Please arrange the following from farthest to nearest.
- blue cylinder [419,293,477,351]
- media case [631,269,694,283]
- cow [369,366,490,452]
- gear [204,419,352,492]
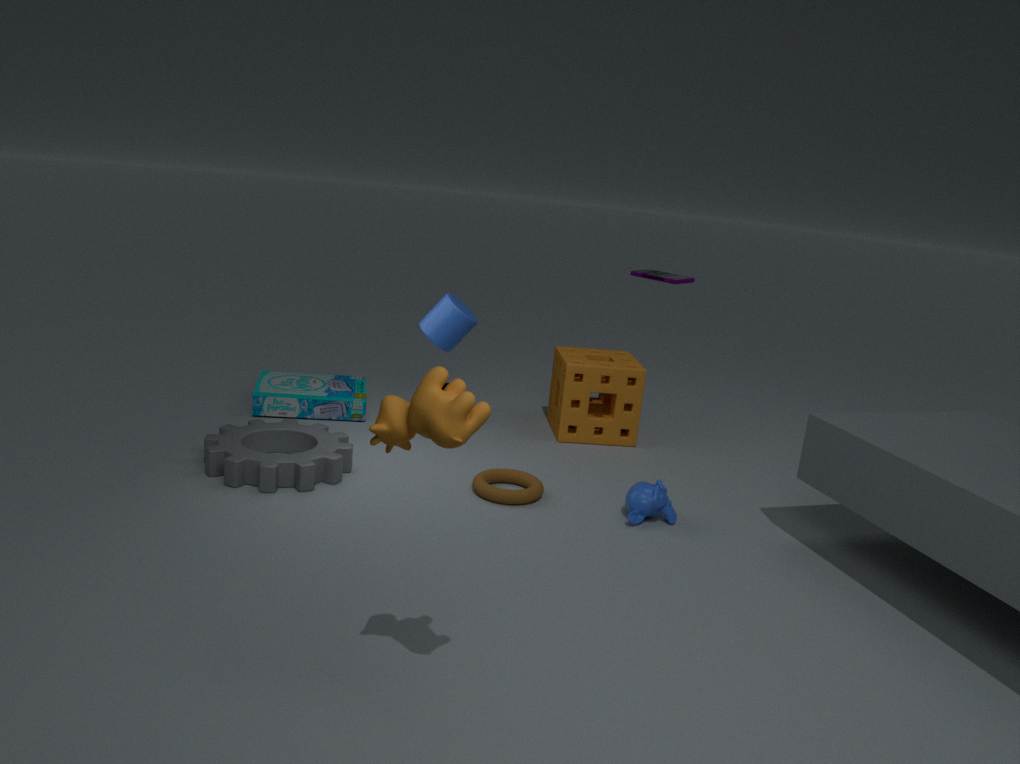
media case [631,269,694,283]
blue cylinder [419,293,477,351]
gear [204,419,352,492]
cow [369,366,490,452]
